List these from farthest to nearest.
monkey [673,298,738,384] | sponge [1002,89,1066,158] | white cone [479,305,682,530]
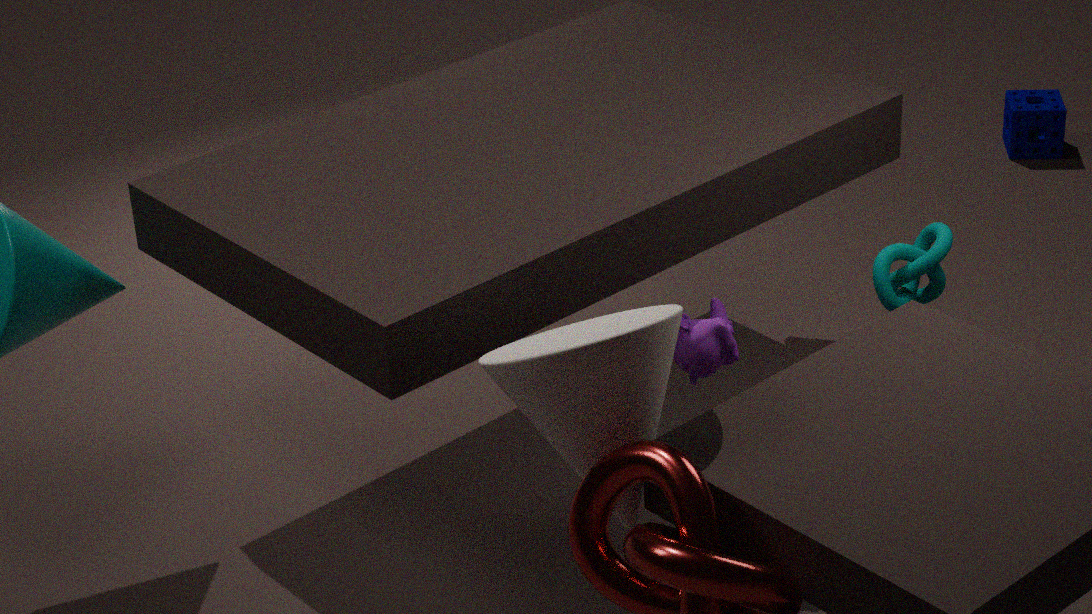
sponge [1002,89,1066,158] → monkey [673,298,738,384] → white cone [479,305,682,530]
